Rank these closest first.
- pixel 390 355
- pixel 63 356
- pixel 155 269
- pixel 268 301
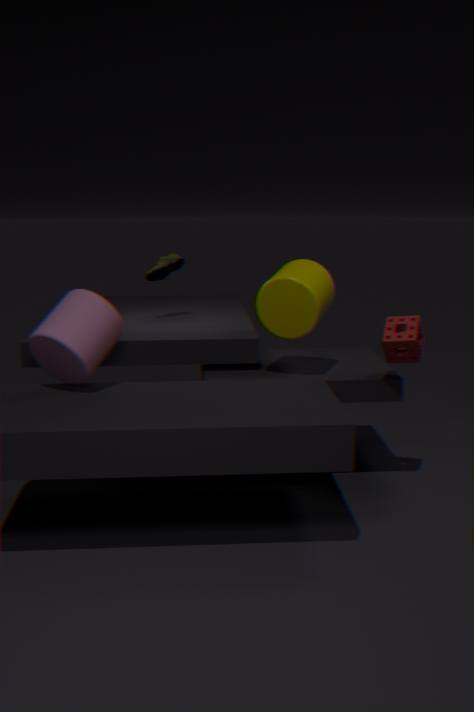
pixel 63 356 < pixel 390 355 < pixel 268 301 < pixel 155 269
